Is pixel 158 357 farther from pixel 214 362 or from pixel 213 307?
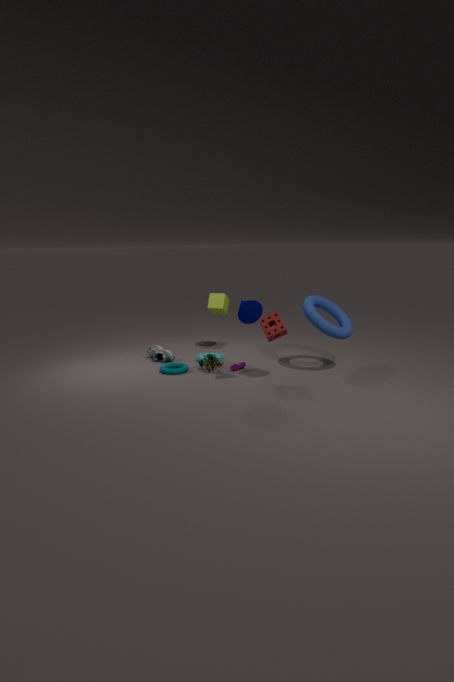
pixel 213 307
